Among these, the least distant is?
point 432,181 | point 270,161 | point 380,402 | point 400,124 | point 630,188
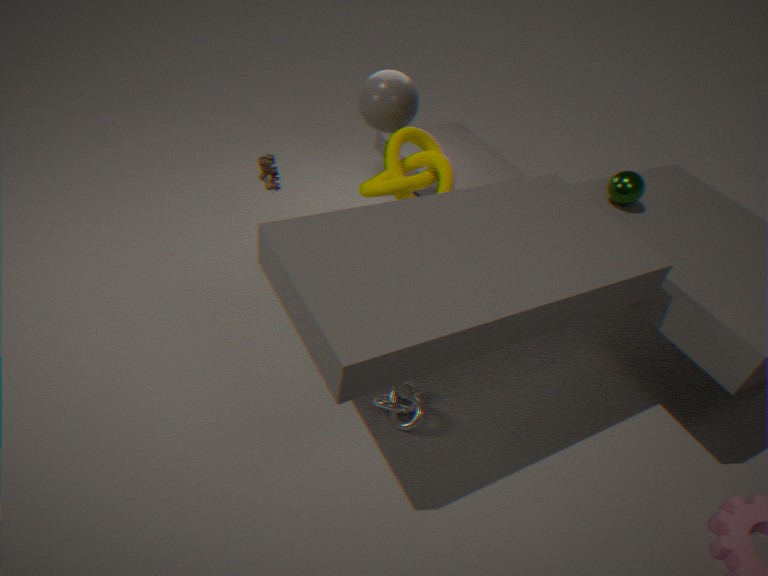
point 380,402
